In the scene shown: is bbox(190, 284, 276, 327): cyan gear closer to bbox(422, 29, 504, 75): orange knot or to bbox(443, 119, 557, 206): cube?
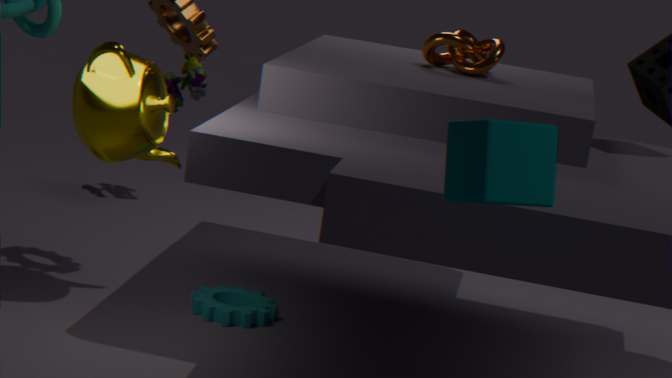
bbox(422, 29, 504, 75): orange knot
